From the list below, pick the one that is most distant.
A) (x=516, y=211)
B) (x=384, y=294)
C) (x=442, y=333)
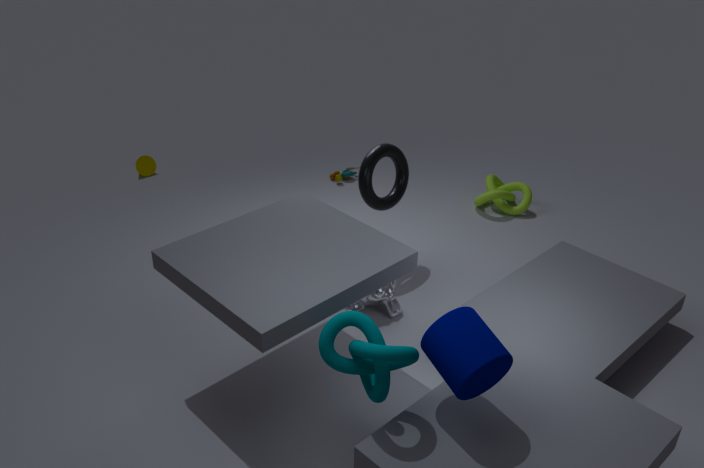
(x=516, y=211)
